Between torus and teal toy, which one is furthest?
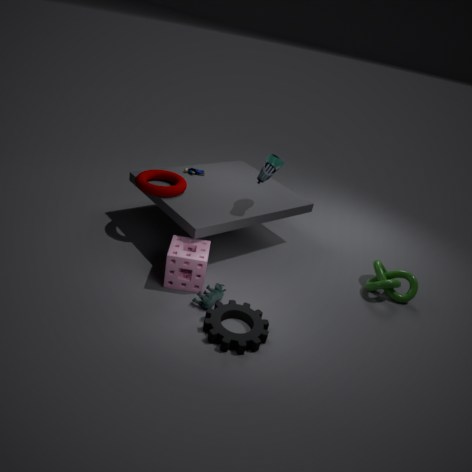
torus
